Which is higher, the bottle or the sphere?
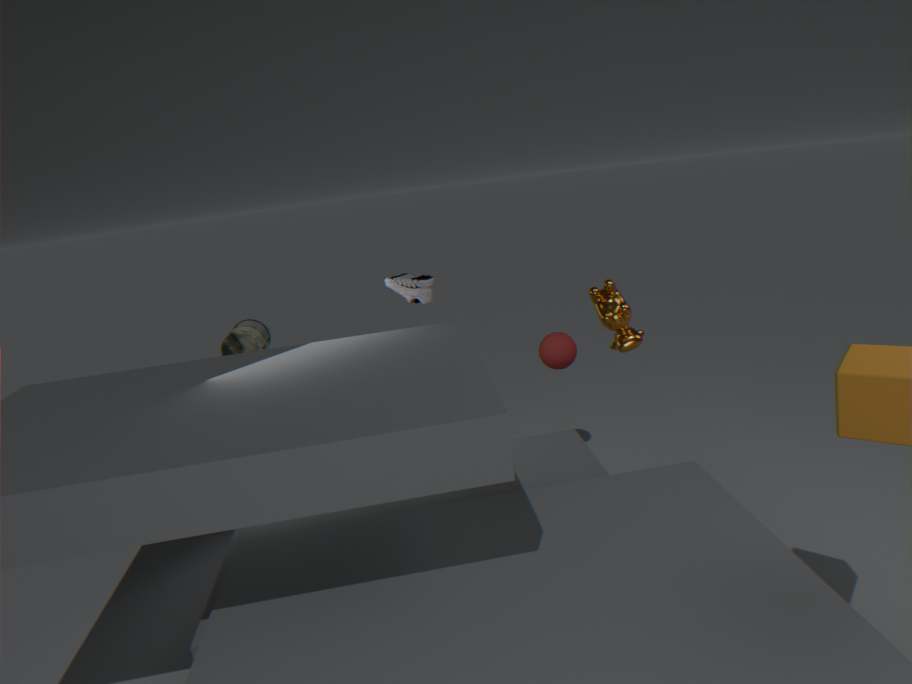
the bottle
